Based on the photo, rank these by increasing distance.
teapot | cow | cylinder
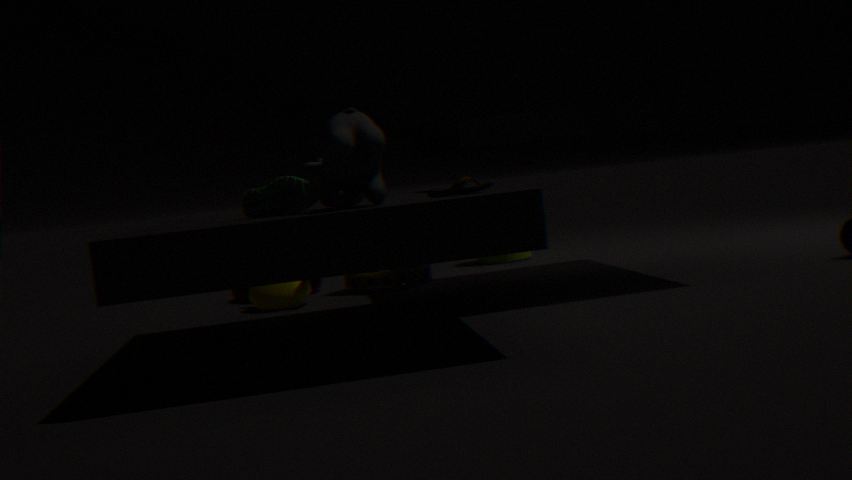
cow < teapot < cylinder
